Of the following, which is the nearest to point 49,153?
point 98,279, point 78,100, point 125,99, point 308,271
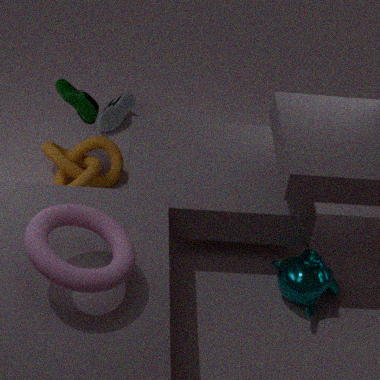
point 78,100
